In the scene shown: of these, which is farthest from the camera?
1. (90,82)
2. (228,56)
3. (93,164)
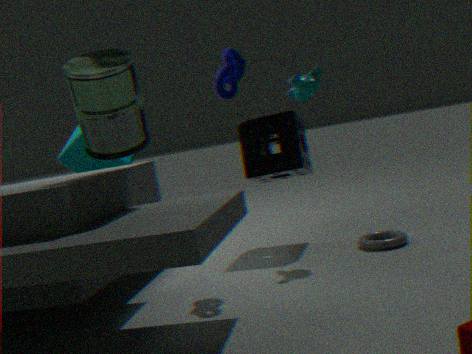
(93,164)
